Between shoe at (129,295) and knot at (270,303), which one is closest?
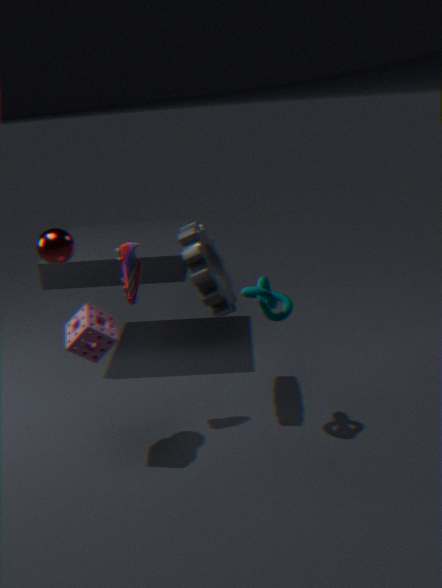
knot at (270,303)
